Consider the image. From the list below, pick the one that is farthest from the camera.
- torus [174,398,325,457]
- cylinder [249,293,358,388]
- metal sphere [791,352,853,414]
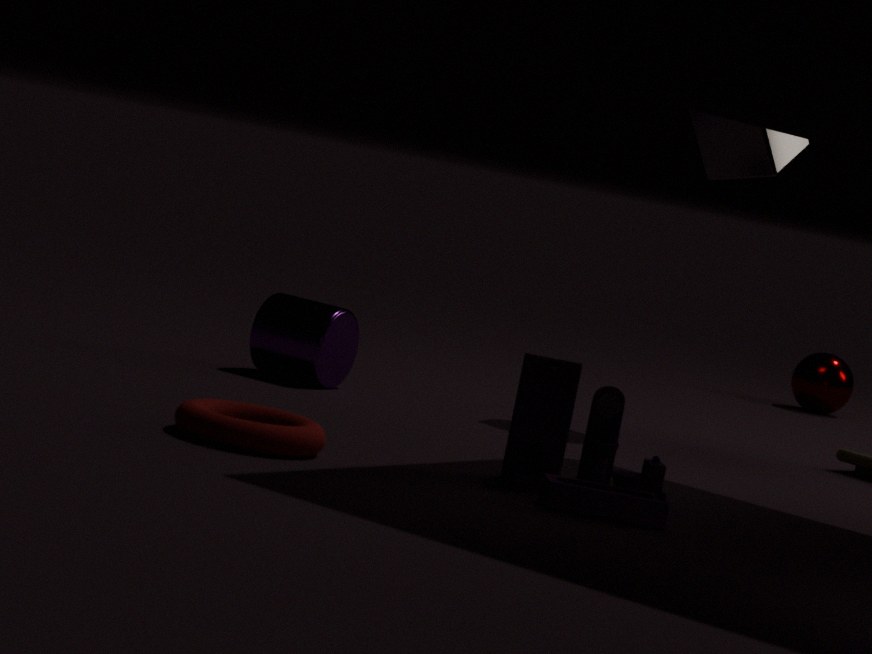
metal sphere [791,352,853,414]
